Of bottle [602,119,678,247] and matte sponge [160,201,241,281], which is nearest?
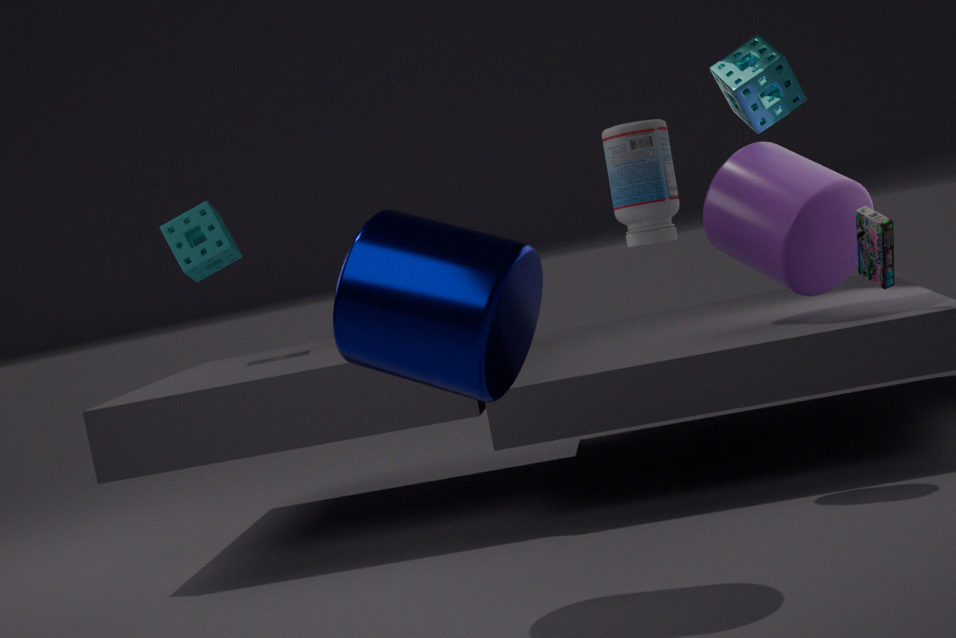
bottle [602,119,678,247]
